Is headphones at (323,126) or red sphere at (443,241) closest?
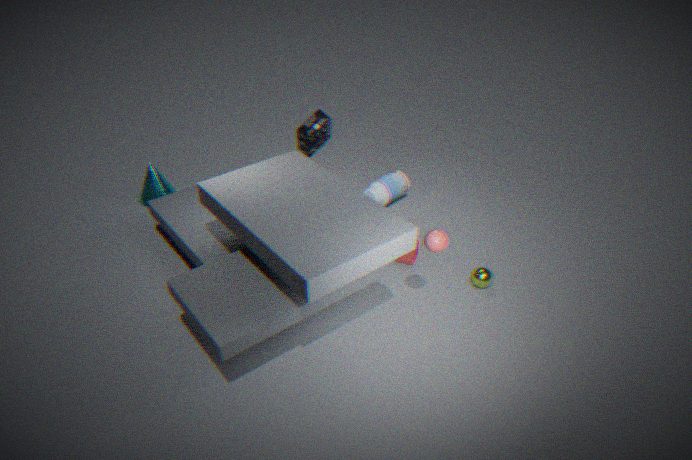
red sphere at (443,241)
